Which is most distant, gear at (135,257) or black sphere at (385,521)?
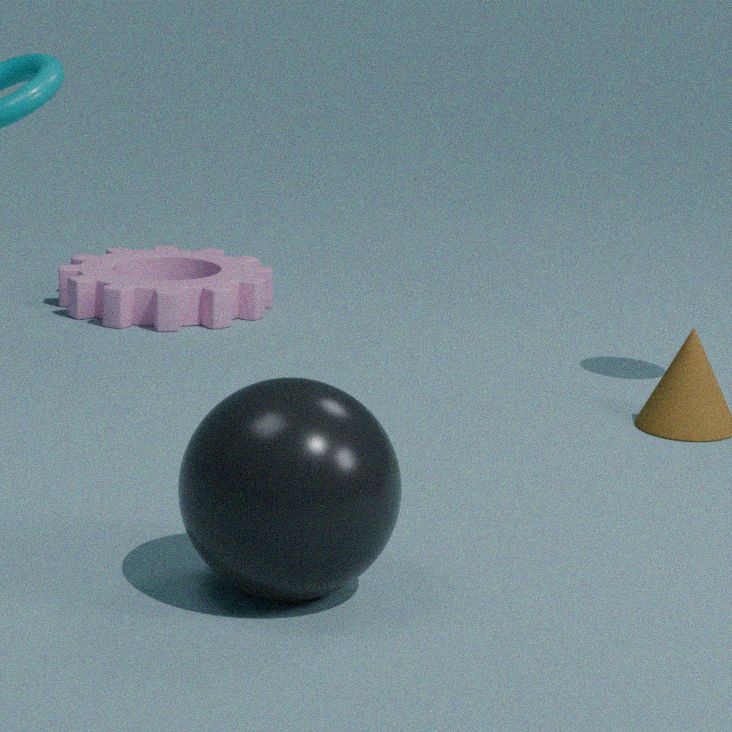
gear at (135,257)
